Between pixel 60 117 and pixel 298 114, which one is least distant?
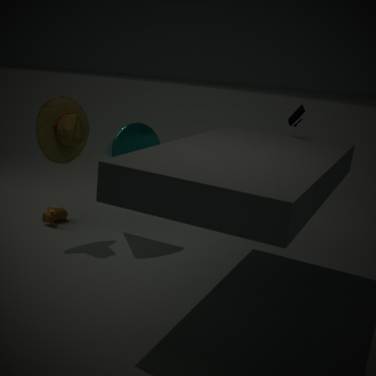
pixel 298 114
